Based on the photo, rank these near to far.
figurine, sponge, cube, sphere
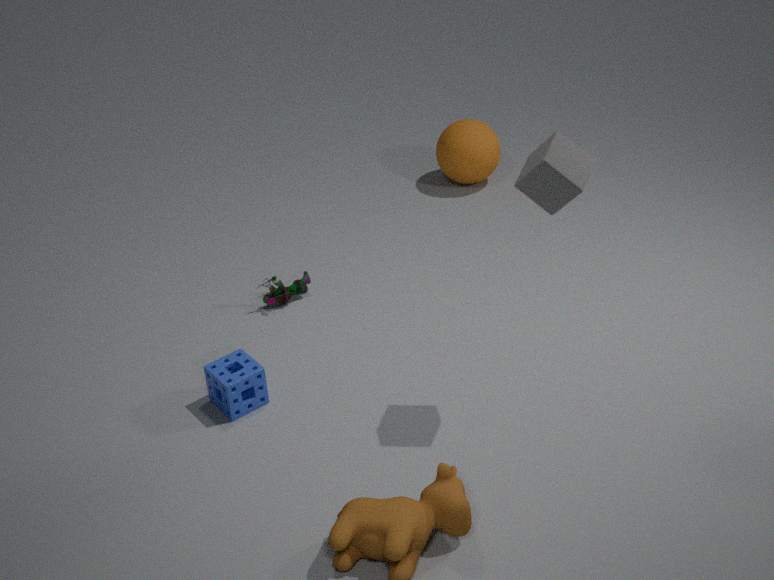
1. cube
2. sponge
3. figurine
4. sphere
